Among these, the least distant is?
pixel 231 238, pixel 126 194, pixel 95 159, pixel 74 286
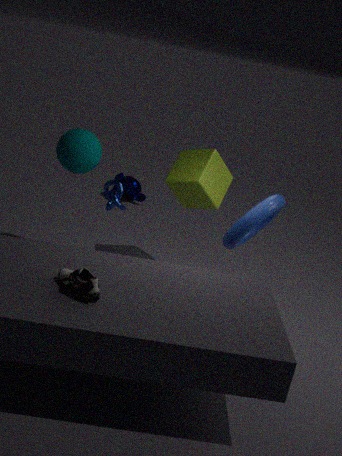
pixel 74 286
